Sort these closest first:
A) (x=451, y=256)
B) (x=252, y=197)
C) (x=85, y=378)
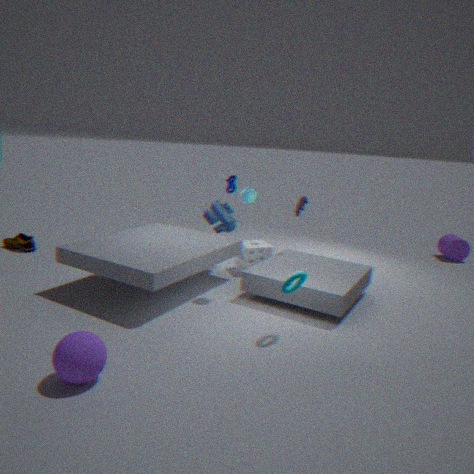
(x=85, y=378) → (x=252, y=197) → (x=451, y=256)
